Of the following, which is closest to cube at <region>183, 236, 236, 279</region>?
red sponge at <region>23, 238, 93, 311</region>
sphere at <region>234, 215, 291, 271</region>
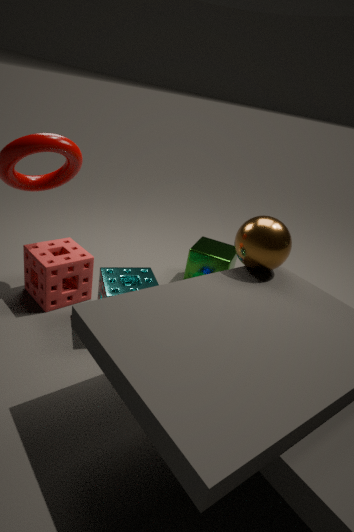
sphere at <region>234, 215, 291, 271</region>
